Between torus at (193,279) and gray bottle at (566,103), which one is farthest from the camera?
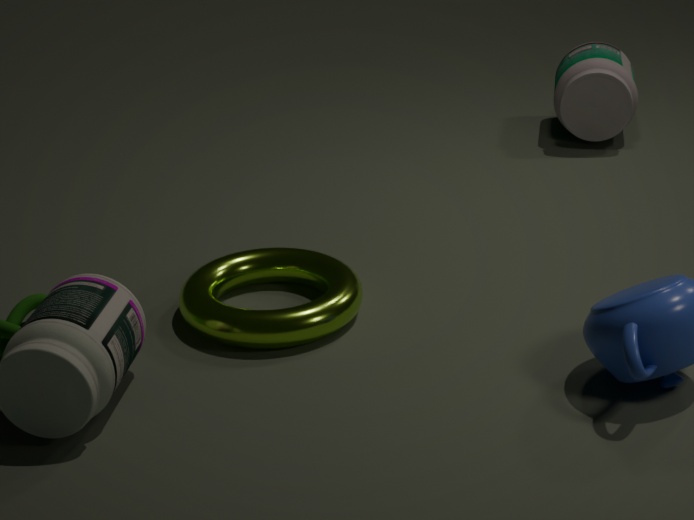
gray bottle at (566,103)
